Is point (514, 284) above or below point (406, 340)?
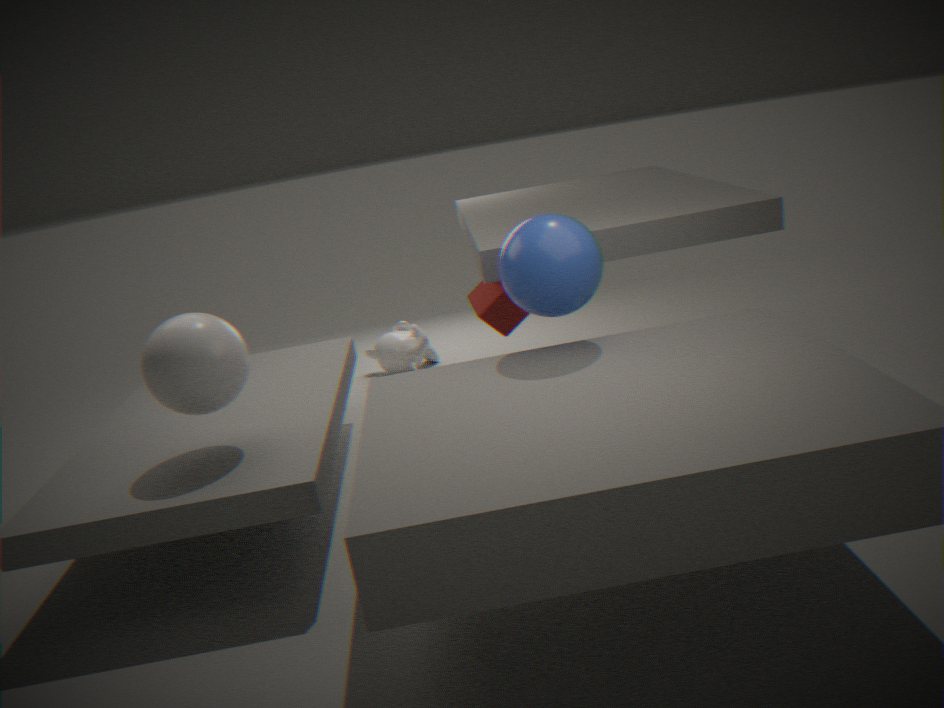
above
